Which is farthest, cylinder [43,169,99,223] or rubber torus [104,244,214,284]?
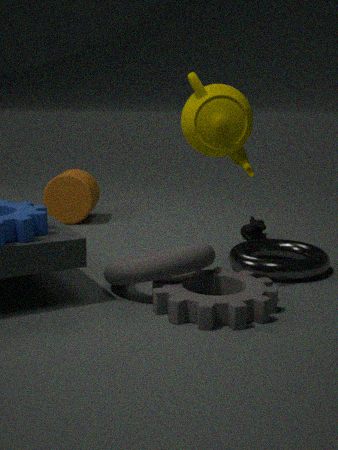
cylinder [43,169,99,223]
